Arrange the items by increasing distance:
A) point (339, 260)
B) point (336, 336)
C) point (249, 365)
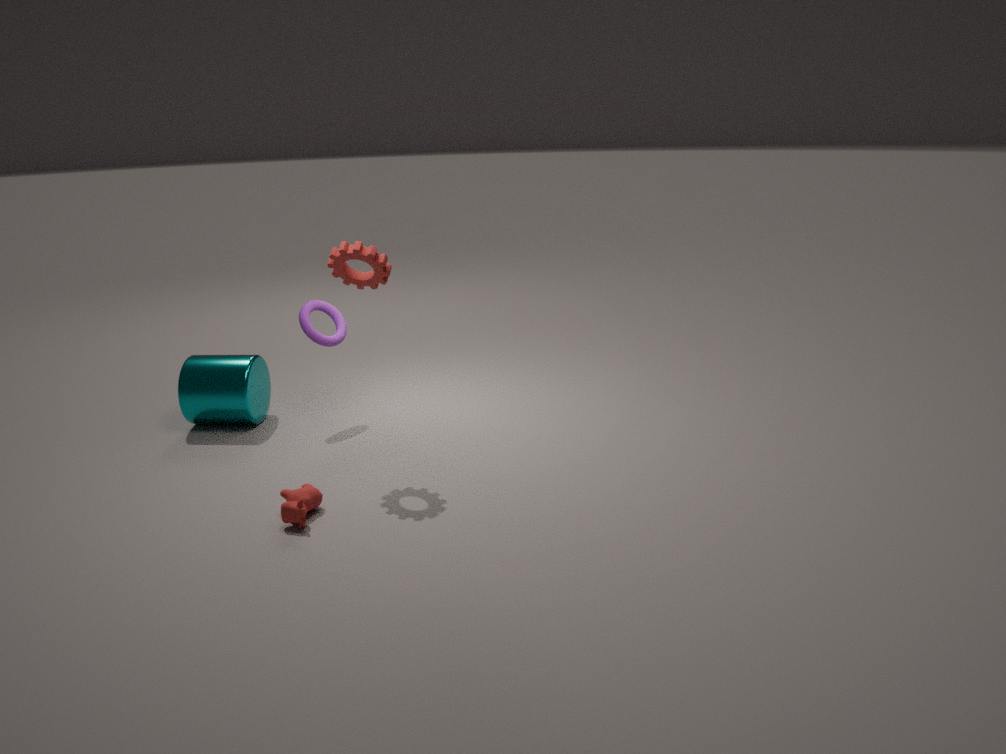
point (339, 260), point (249, 365), point (336, 336)
